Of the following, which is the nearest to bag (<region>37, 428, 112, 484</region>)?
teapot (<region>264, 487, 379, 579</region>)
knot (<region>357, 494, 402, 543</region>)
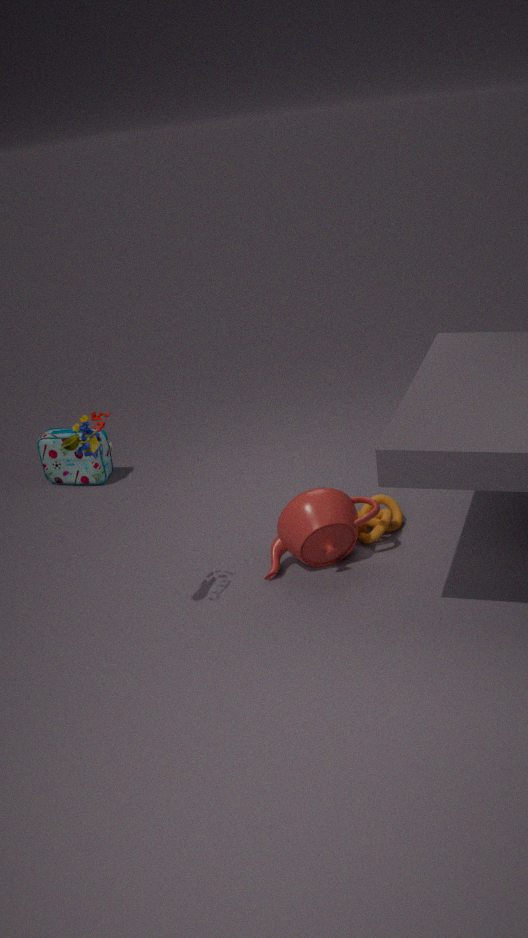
teapot (<region>264, 487, 379, 579</region>)
